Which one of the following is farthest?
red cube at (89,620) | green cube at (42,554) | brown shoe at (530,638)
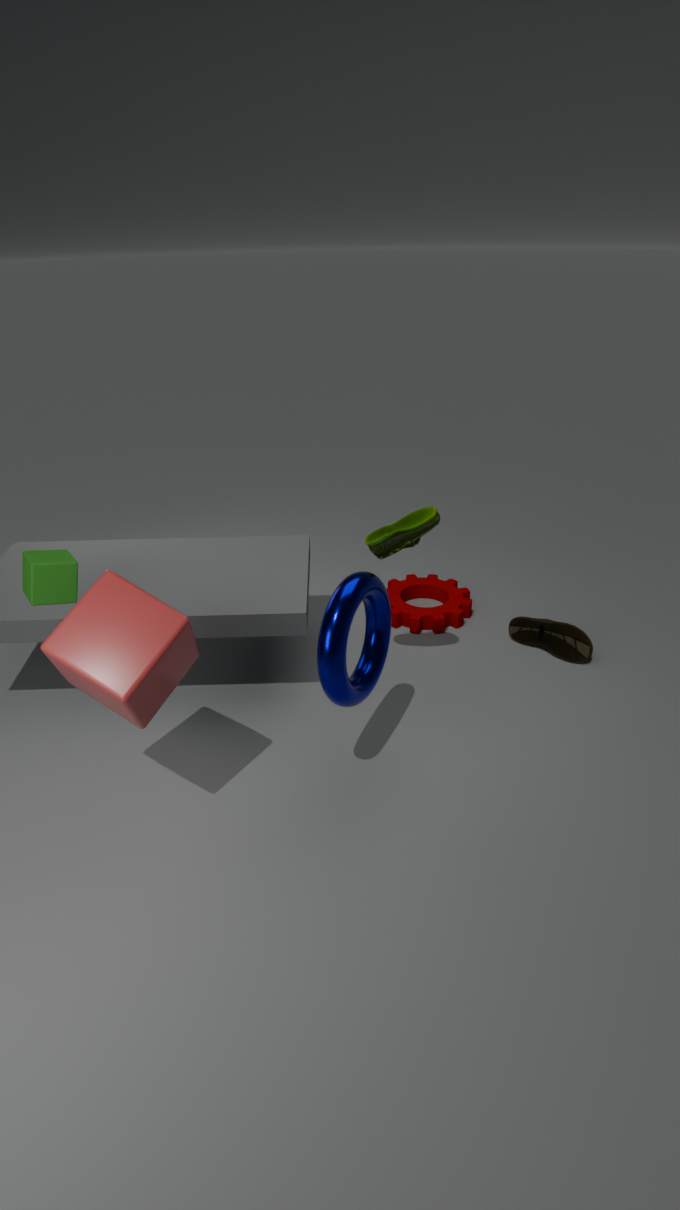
brown shoe at (530,638)
